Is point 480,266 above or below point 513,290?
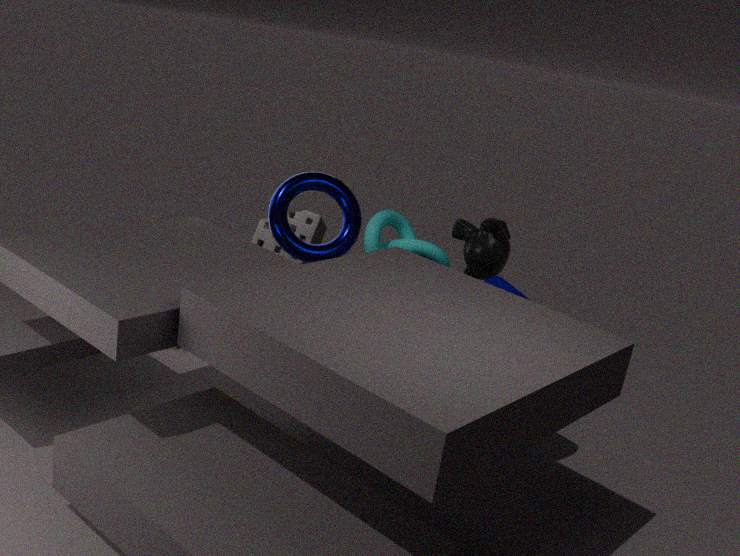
above
